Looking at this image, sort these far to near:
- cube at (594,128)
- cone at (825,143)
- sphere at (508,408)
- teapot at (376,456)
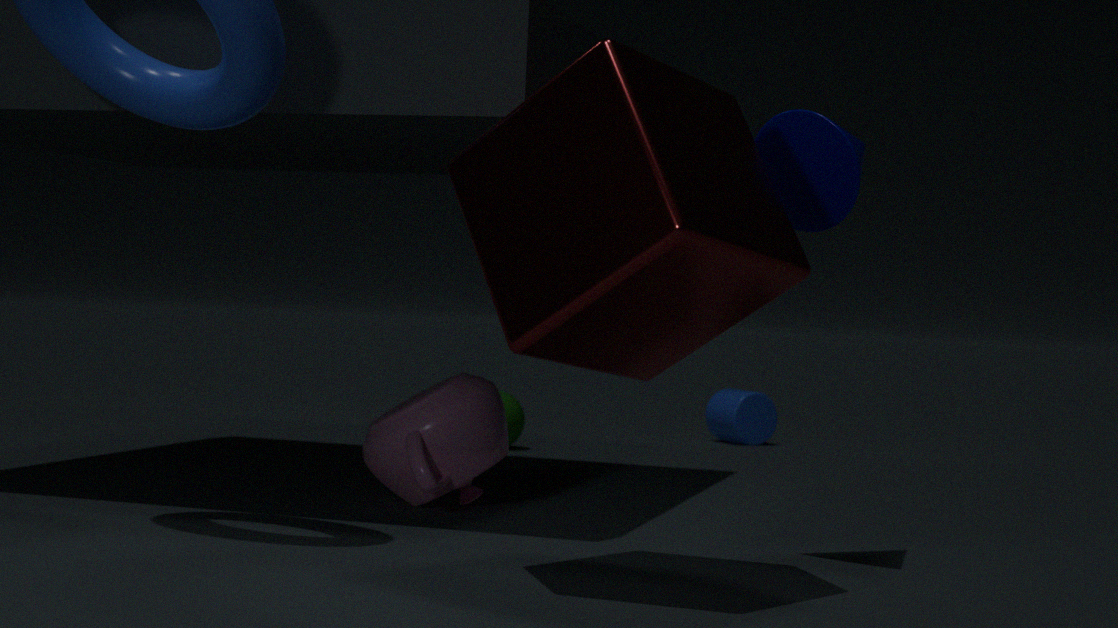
1. sphere at (508,408)
2. teapot at (376,456)
3. cone at (825,143)
4. cube at (594,128)
